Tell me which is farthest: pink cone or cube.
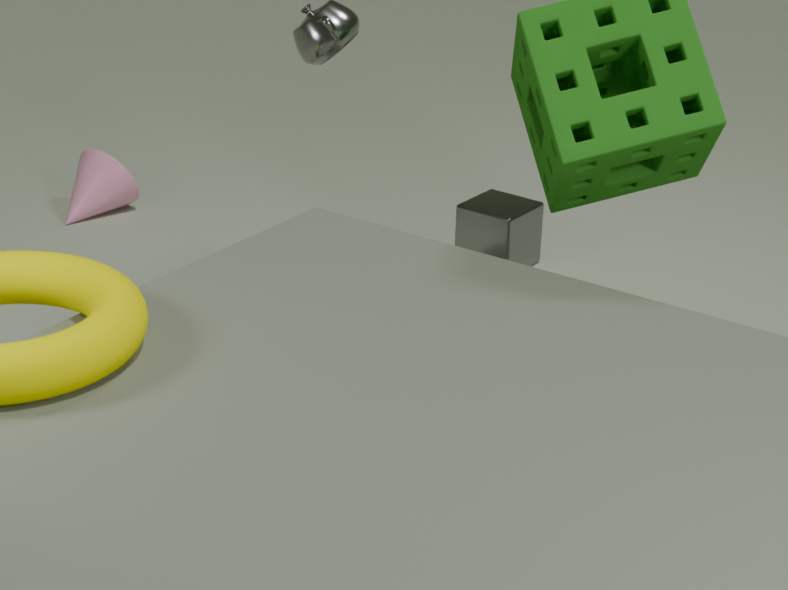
pink cone
